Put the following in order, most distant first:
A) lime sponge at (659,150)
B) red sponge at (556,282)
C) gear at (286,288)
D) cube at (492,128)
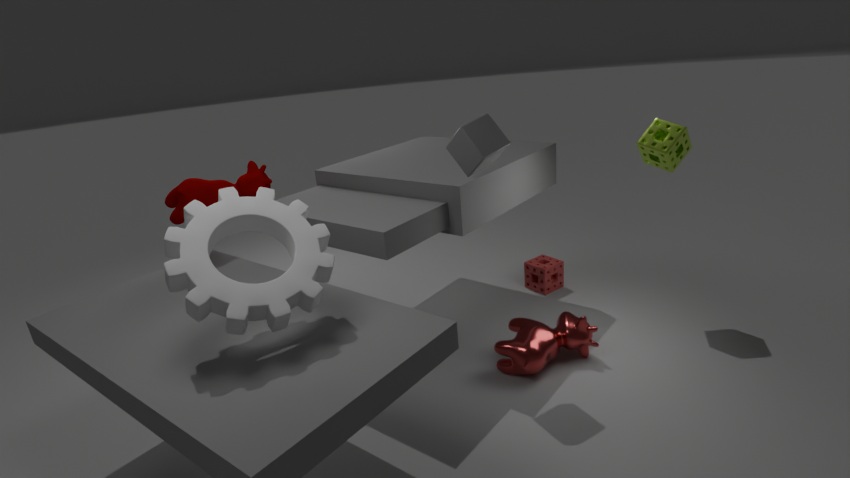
B. red sponge at (556,282) < A. lime sponge at (659,150) < D. cube at (492,128) < C. gear at (286,288)
